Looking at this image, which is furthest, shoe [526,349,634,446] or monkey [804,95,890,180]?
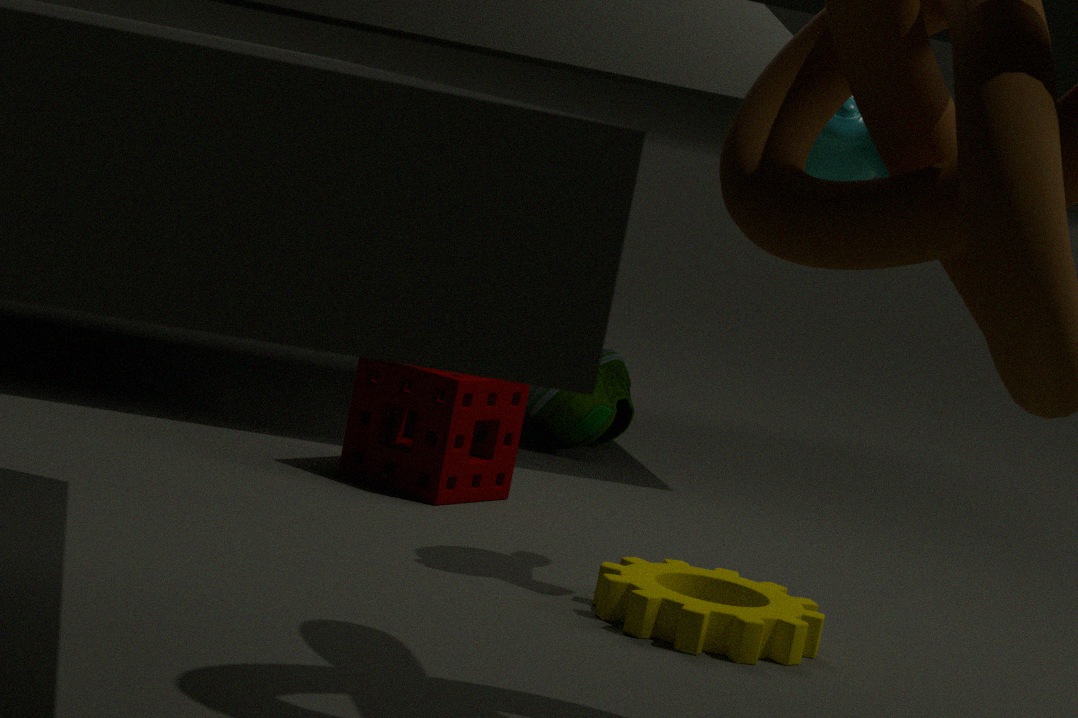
shoe [526,349,634,446]
